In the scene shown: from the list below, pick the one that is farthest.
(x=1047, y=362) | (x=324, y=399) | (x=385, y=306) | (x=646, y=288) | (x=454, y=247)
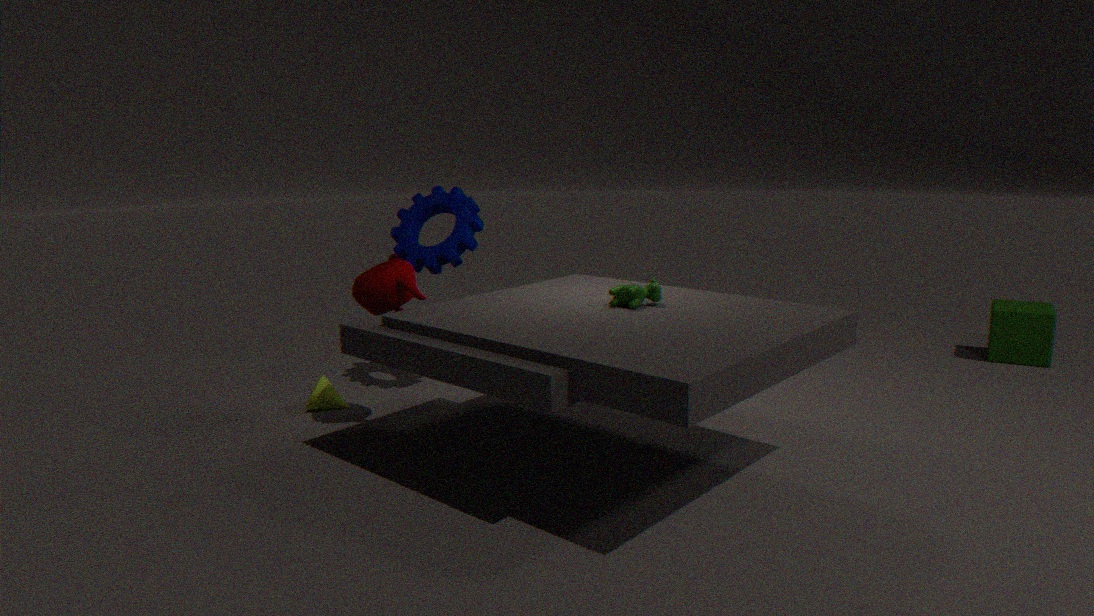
(x=1047, y=362)
